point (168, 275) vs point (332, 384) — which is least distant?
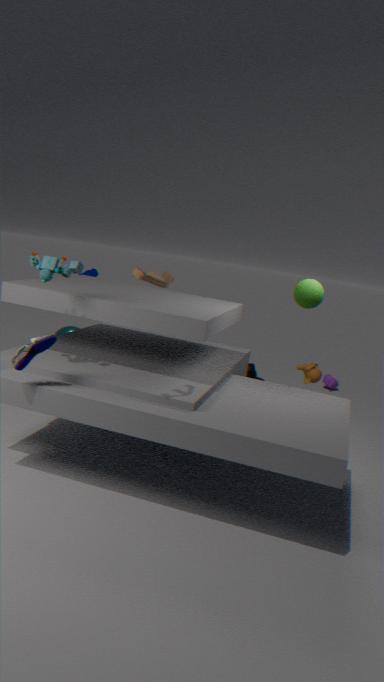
point (168, 275)
